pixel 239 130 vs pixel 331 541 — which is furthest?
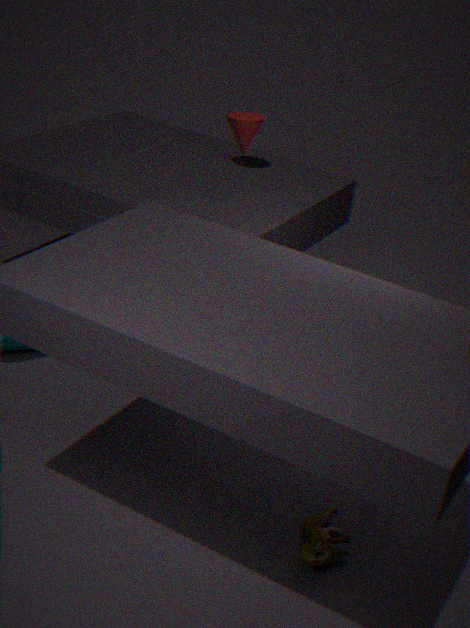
pixel 239 130
